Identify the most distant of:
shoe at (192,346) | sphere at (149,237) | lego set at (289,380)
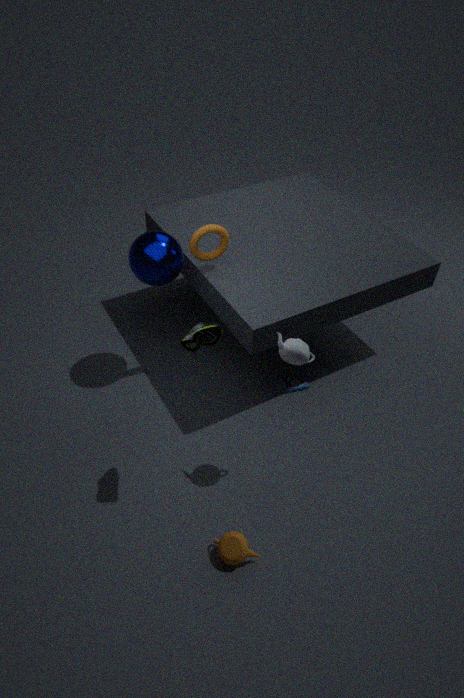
lego set at (289,380)
